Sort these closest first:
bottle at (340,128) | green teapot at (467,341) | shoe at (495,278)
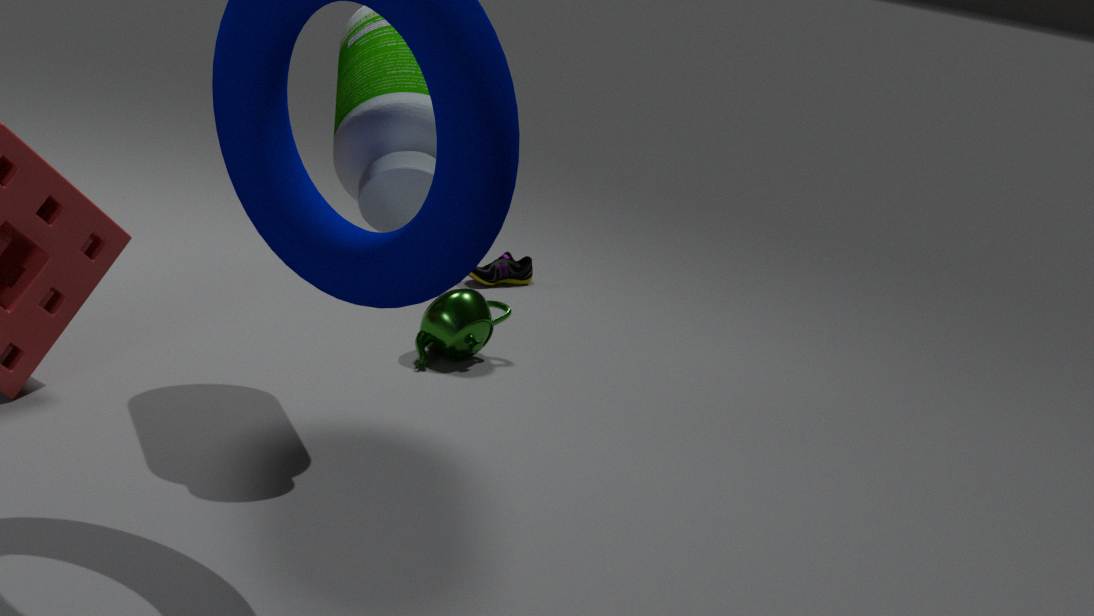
bottle at (340,128)
green teapot at (467,341)
shoe at (495,278)
